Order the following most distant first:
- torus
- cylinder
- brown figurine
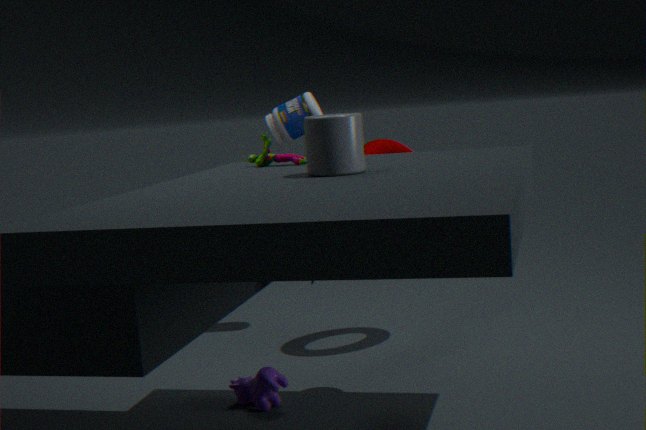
torus < brown figurine < cylinder
